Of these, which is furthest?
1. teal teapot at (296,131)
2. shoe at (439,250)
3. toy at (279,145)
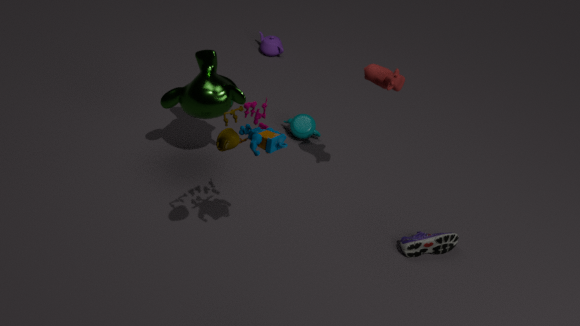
teal teapot at (296,131)
